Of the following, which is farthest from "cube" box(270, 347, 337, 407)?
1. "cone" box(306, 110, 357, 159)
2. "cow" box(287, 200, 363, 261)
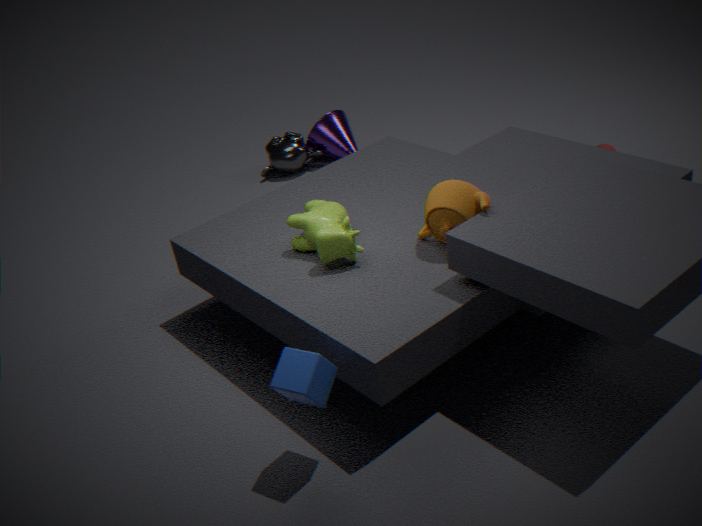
"cone" box(306, 110, 357, 159)
